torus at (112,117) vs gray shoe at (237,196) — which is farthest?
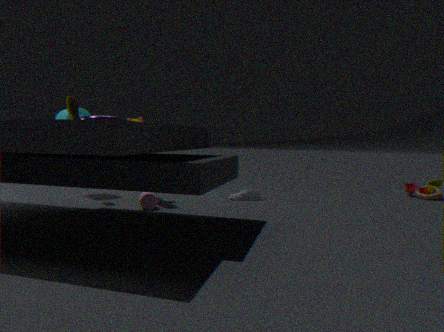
gray shoe at (237,196)
